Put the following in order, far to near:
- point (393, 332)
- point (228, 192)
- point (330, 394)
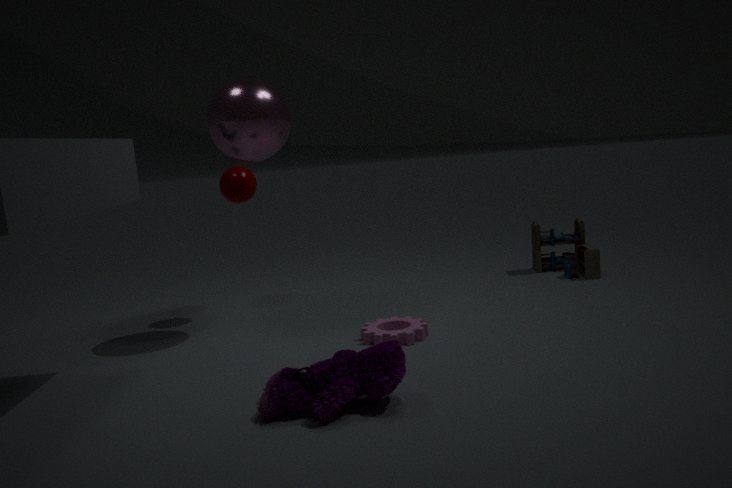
1. point (228, 192)
2. point (393, 332)
3. point (330, 394)
